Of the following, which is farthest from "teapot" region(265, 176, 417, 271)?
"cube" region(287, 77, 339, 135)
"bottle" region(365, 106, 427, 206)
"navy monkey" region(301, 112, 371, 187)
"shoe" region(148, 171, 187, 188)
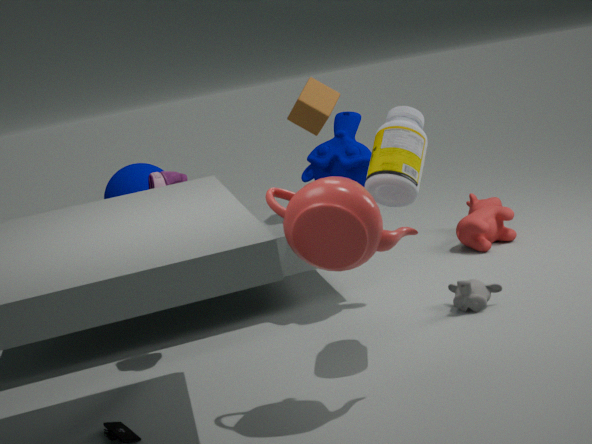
"cube" region(287, 77, 339, 135)
